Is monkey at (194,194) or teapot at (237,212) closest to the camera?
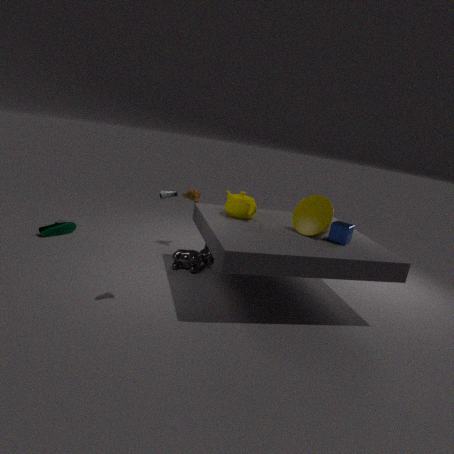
teapot at (237,212)
